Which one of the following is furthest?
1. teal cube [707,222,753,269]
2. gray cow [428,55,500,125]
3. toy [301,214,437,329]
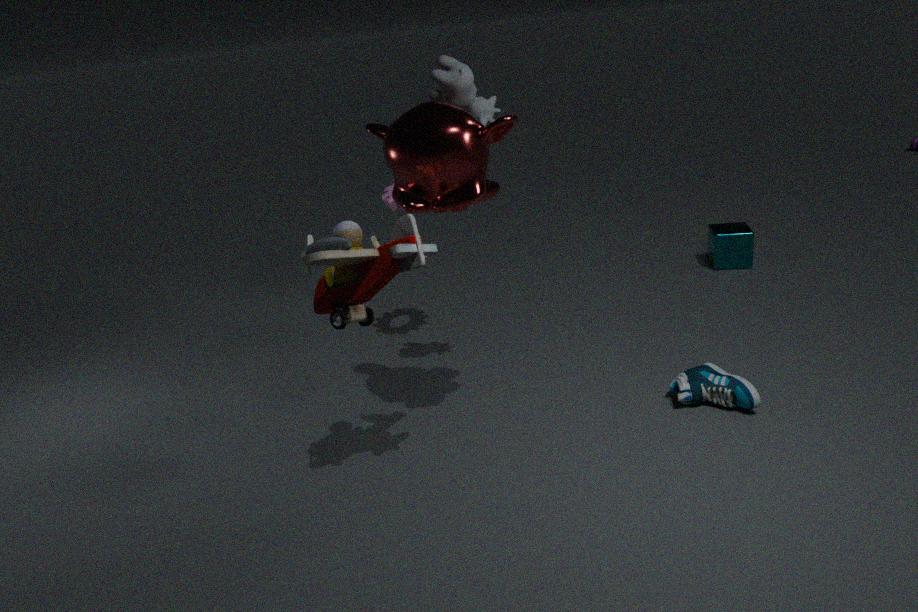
teal cube [707,222,753,269]
